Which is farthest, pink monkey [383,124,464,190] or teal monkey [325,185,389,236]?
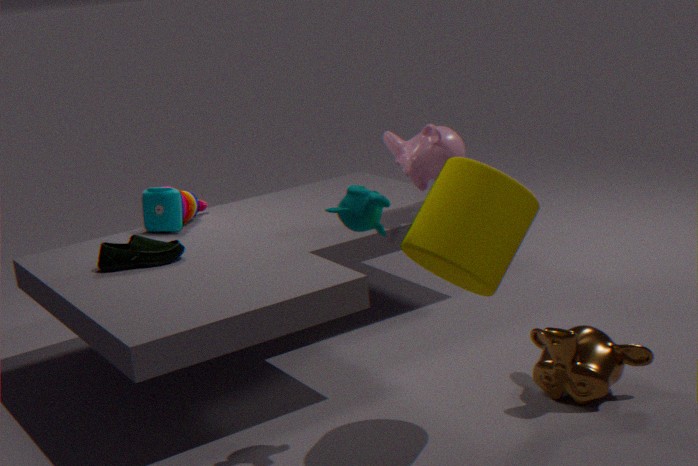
pink monkey [383,124,464,190]
